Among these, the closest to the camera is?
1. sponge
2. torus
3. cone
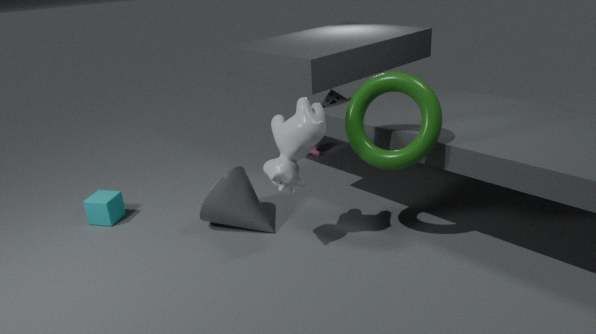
torus
